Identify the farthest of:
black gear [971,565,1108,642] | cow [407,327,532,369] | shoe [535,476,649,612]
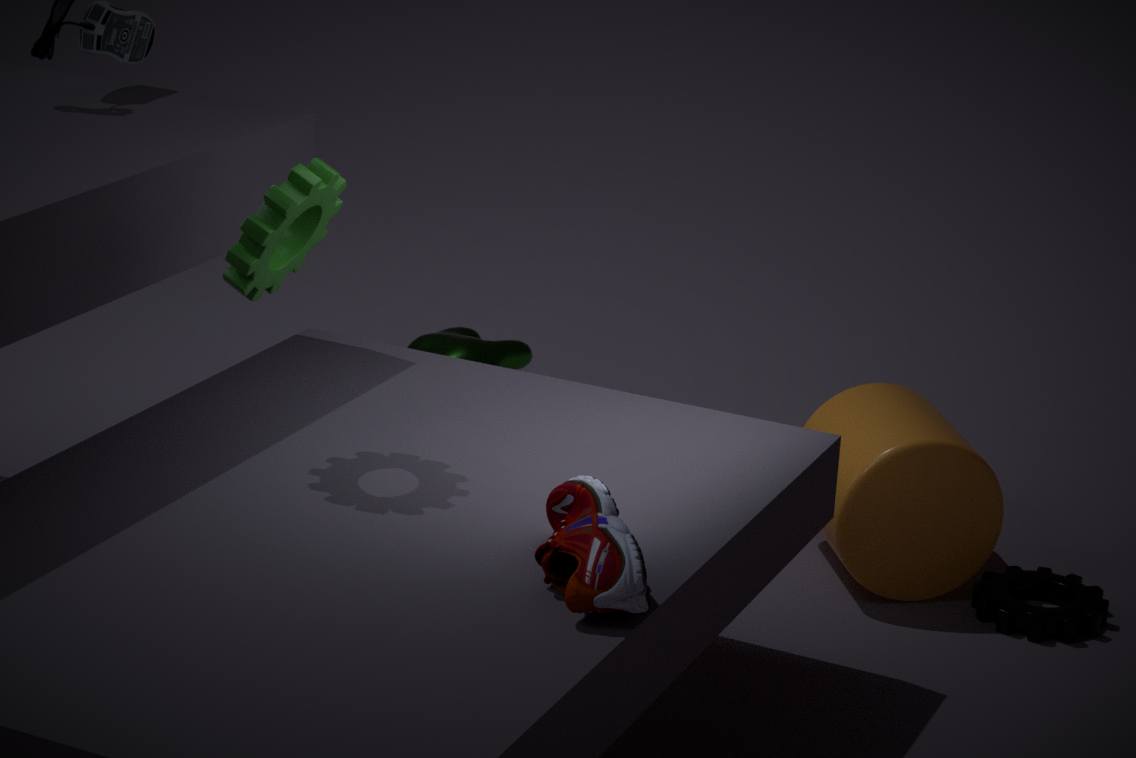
cow [407,327,532,369]
